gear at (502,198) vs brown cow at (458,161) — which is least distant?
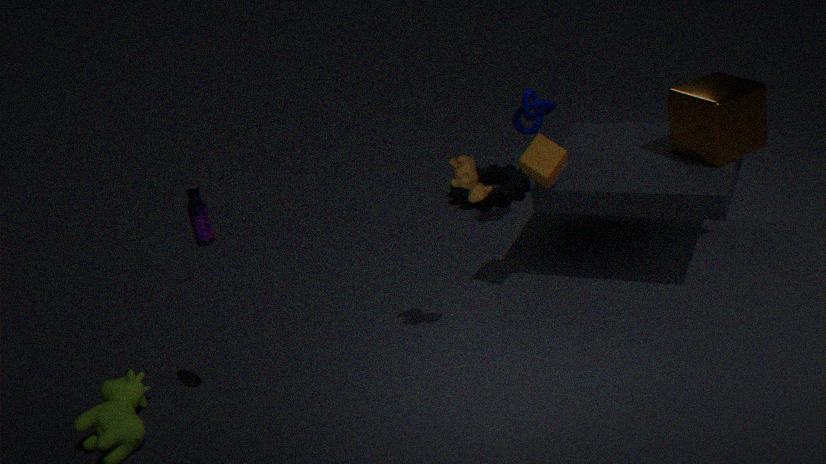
brown cow at (458,161)
